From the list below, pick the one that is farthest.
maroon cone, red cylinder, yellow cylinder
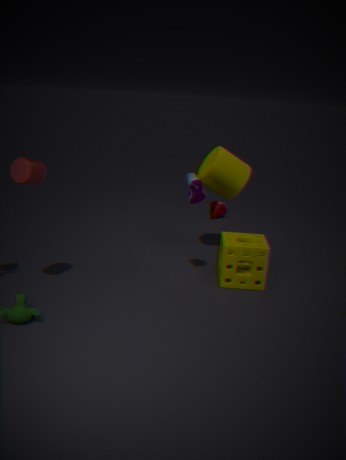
maroon cone
